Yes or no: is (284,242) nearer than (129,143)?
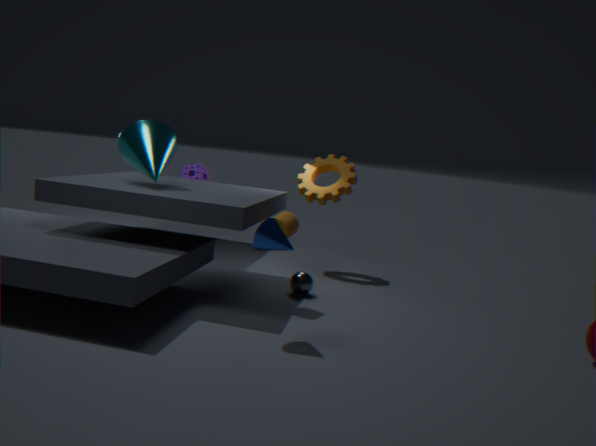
Yes
